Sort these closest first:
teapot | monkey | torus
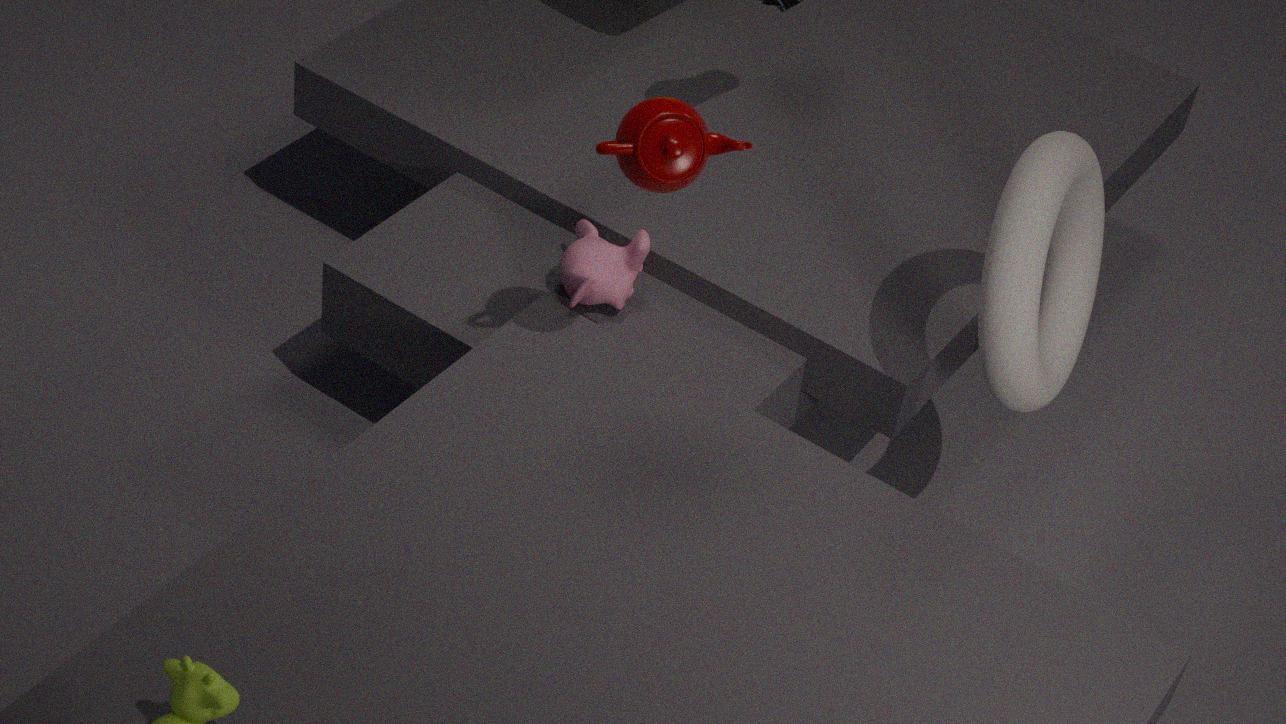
teapot, torus, monkey
